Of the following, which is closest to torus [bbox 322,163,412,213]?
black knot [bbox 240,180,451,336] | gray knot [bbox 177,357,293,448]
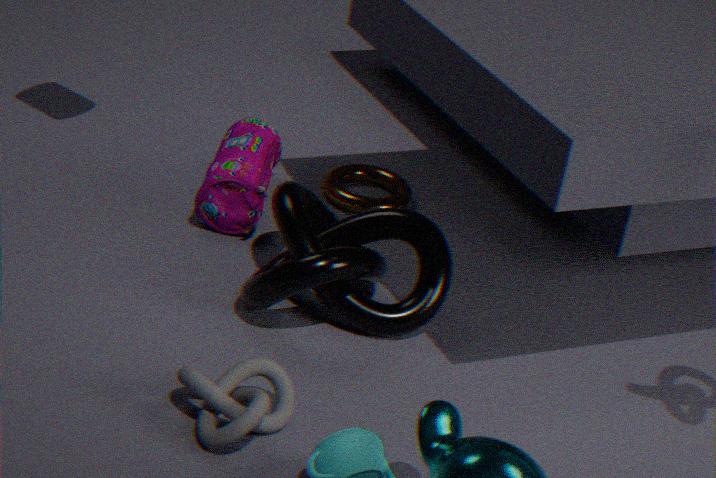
black knot [bbox 240,180,451,336]
